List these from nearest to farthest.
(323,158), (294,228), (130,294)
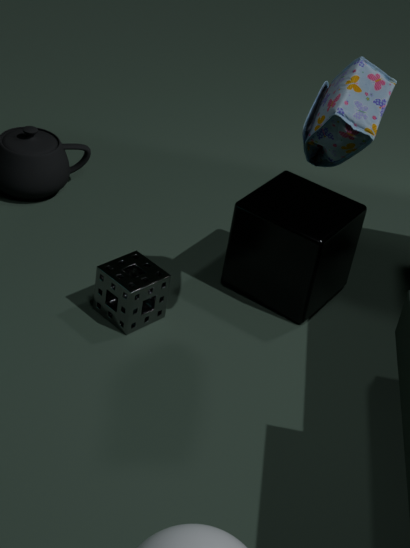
(323,158), (130,294), (294,228)
